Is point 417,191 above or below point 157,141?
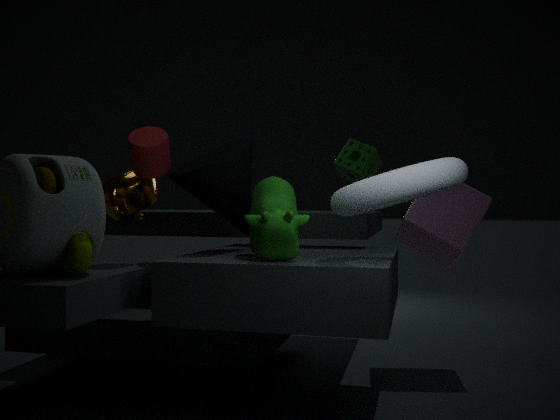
below
